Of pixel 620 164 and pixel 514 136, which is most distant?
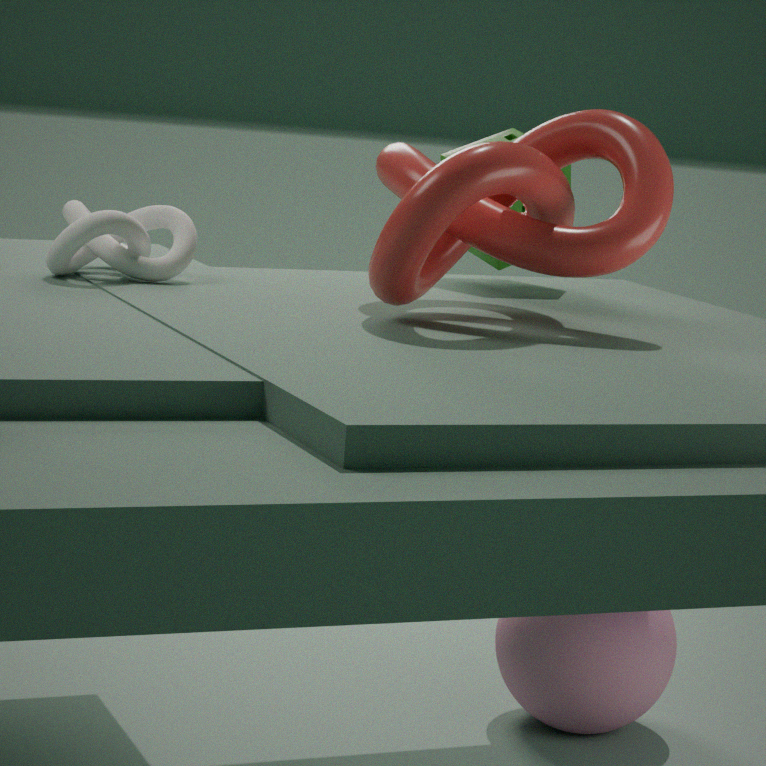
pixel 514 136
